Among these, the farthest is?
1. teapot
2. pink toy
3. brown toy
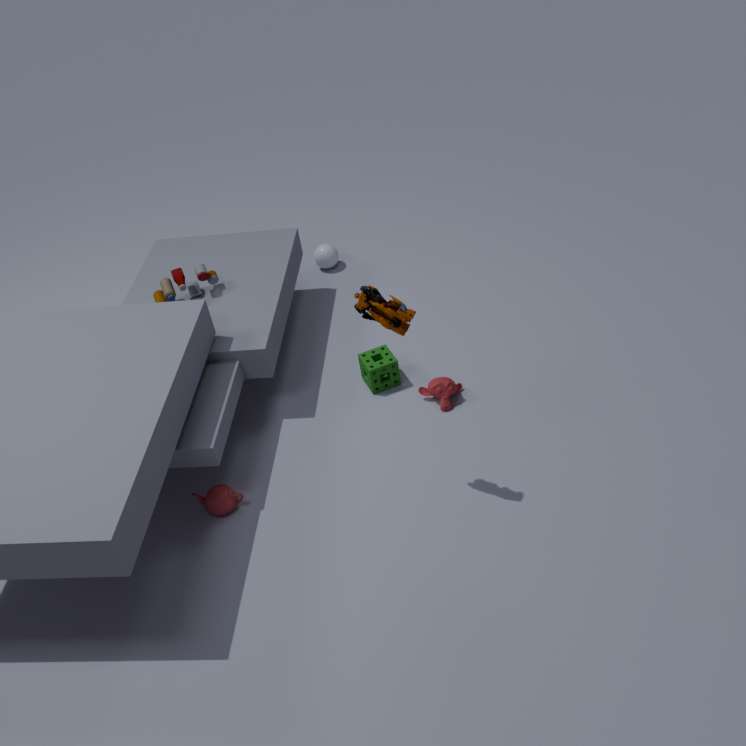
pink toy
